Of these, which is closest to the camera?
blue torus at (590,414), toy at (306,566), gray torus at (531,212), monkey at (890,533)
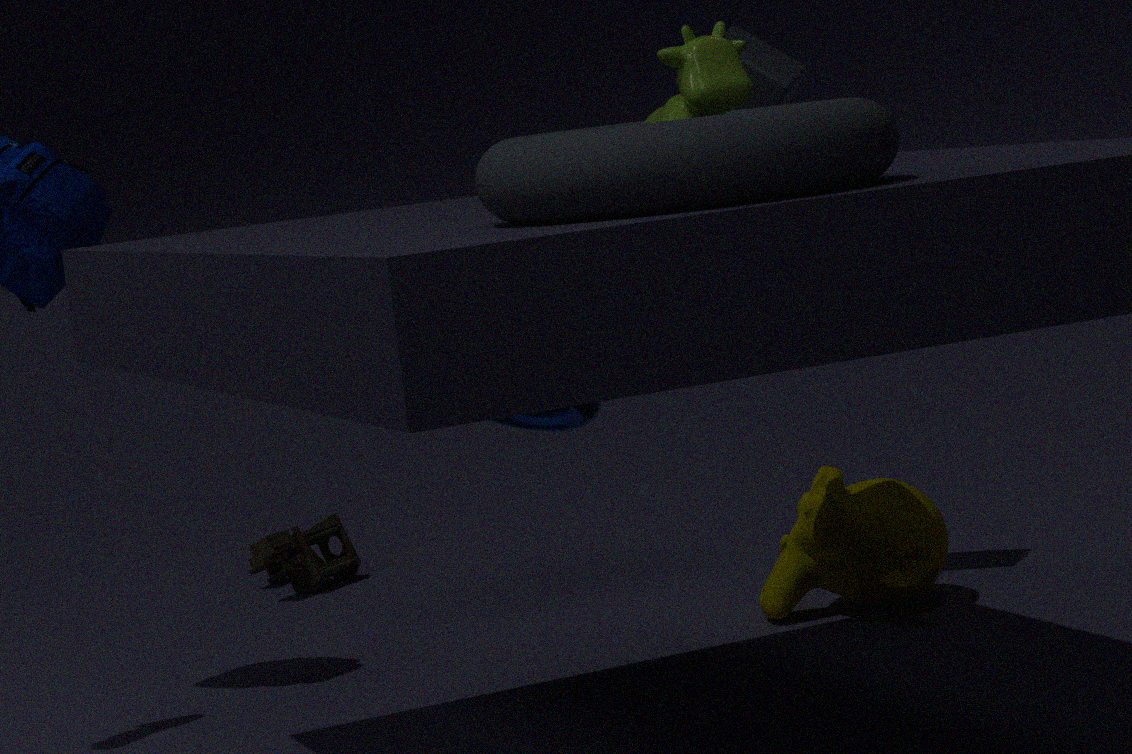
gray torus at (531,212)
